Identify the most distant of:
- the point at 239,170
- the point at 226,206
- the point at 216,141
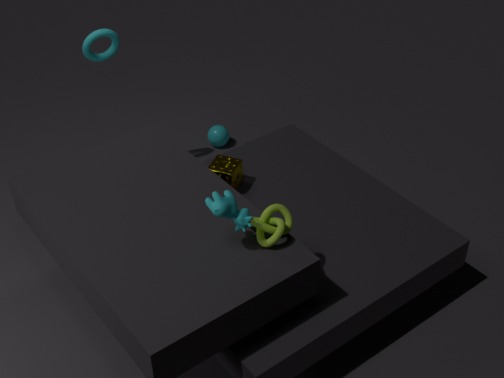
the point at 216,141
